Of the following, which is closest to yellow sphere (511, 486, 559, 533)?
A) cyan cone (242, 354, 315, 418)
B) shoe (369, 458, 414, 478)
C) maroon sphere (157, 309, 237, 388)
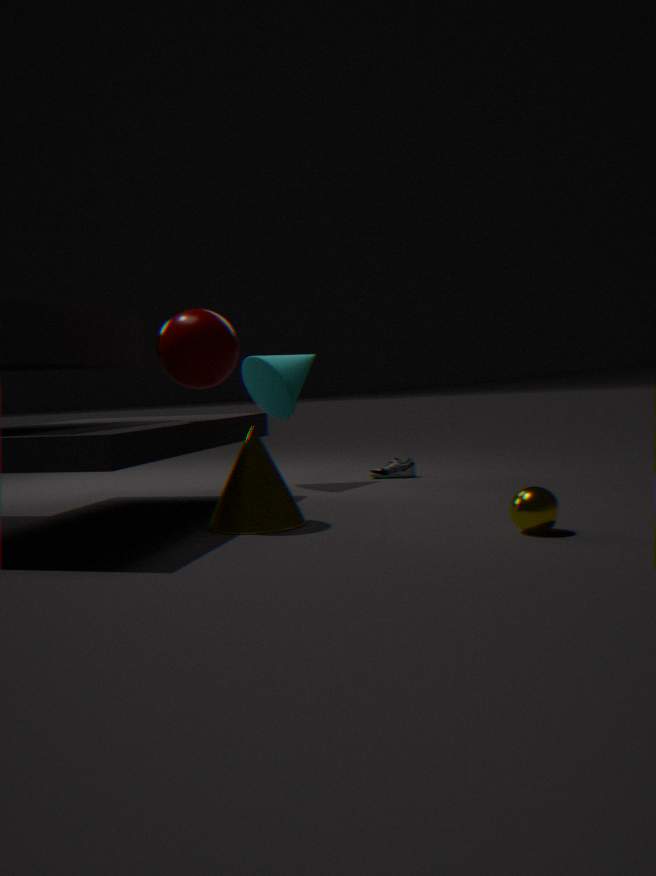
maroon sphere (157, 309, 237, 388)
